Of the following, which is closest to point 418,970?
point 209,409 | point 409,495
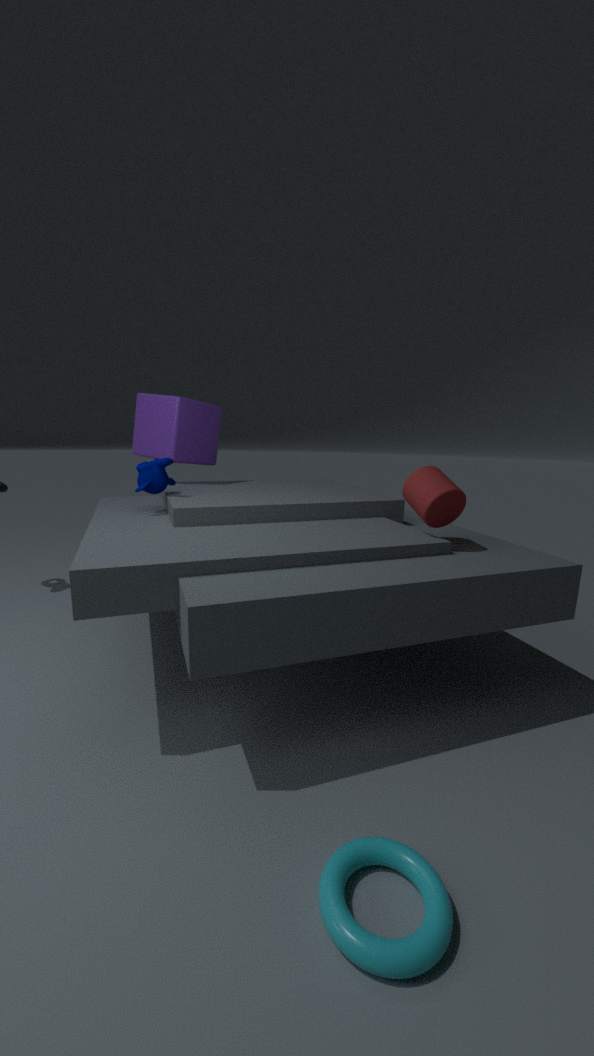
point 409,495
